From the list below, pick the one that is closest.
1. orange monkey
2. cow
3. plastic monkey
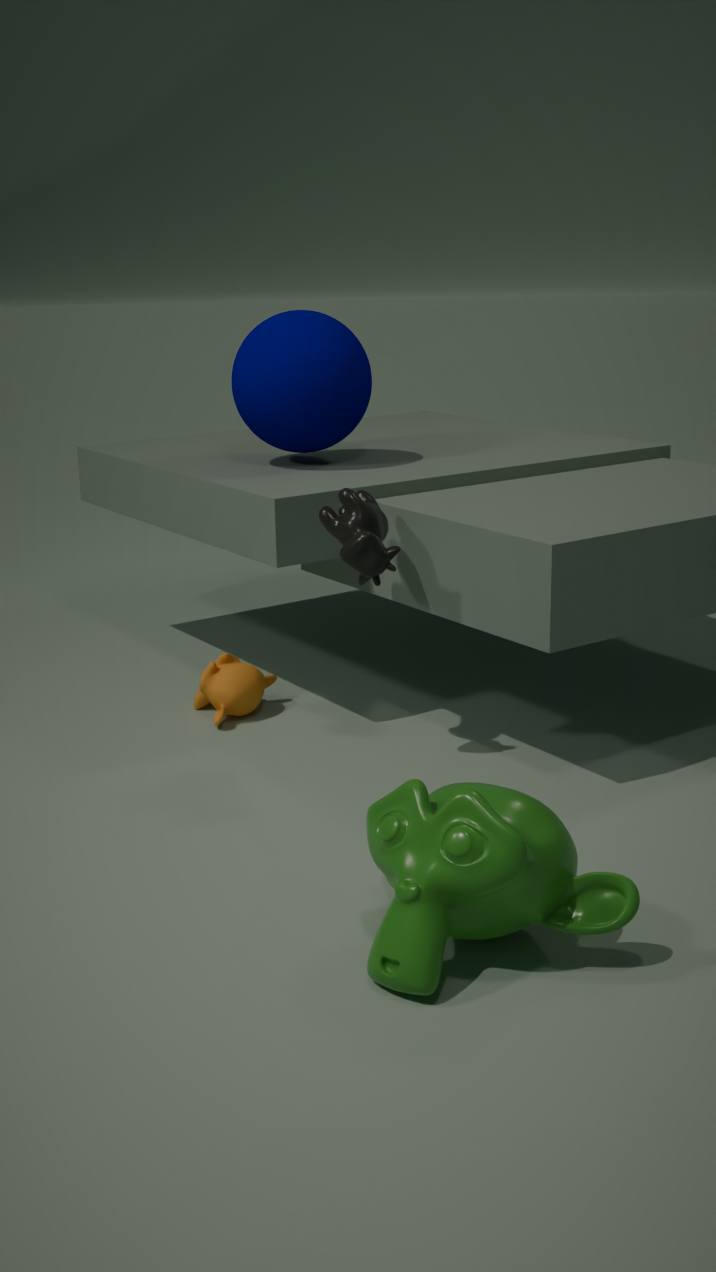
plastic monkey
